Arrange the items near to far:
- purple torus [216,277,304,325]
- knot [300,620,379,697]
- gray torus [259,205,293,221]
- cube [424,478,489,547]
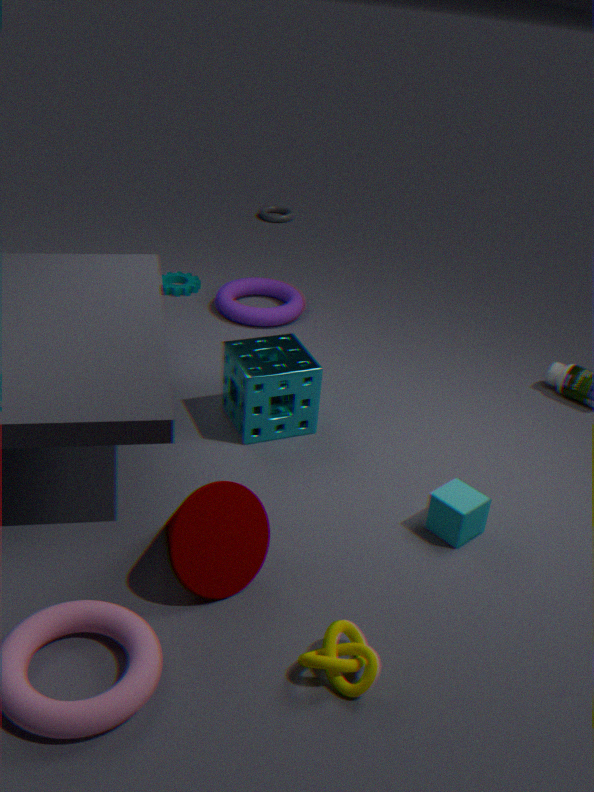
knot [300,620,379,697]
cube [424,478,489,547]
purple torus [216,277,304,325]
gray torus [259,205,293,221]
